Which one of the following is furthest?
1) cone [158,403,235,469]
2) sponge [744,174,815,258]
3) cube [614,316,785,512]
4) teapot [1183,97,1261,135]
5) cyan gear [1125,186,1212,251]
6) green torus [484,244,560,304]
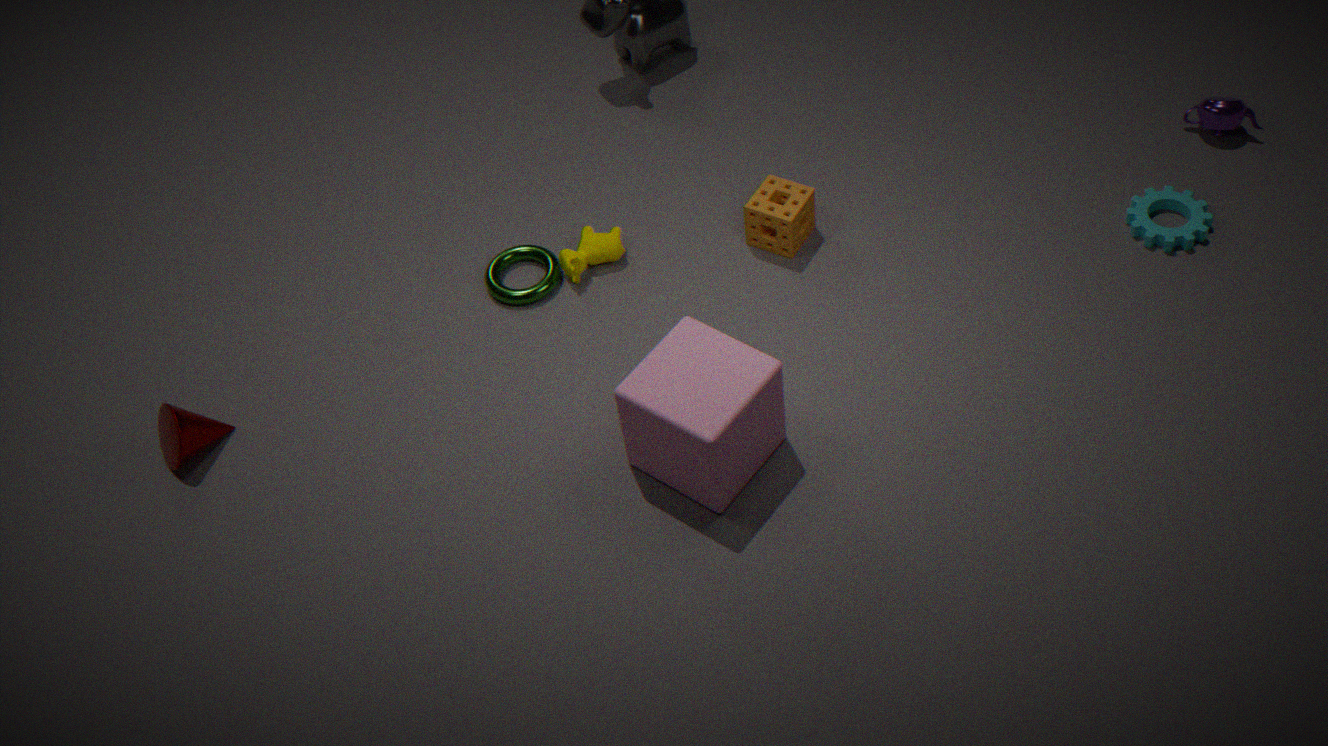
4. teapot [1183,97,1261,135]
